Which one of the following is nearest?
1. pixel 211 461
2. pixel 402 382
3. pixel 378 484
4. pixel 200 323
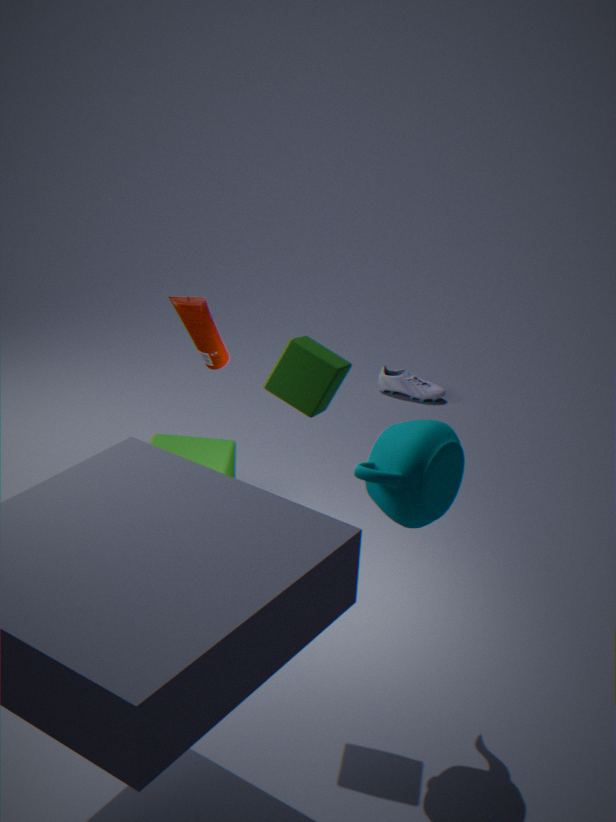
pixel 378 484
